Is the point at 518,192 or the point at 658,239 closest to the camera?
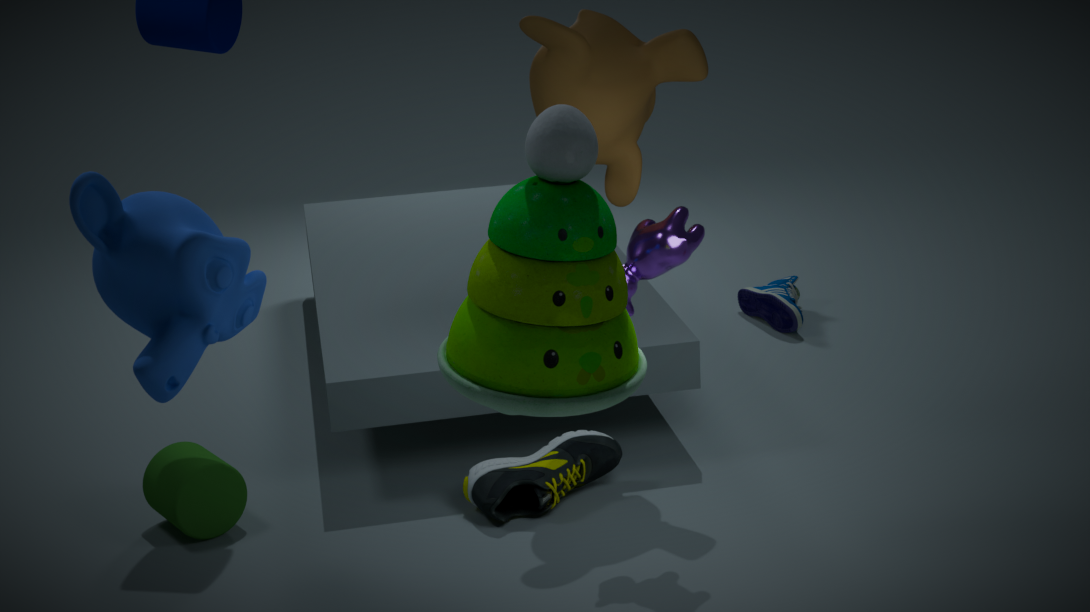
the point at 518,192
